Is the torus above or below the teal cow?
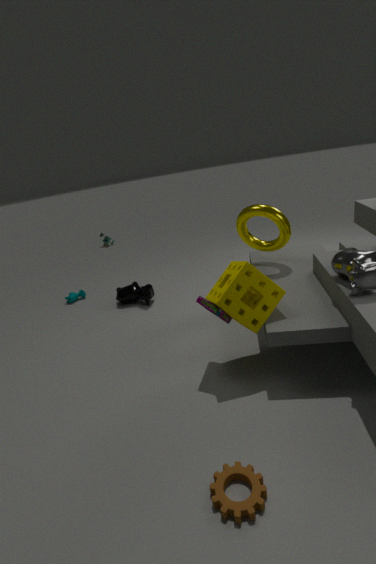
above
